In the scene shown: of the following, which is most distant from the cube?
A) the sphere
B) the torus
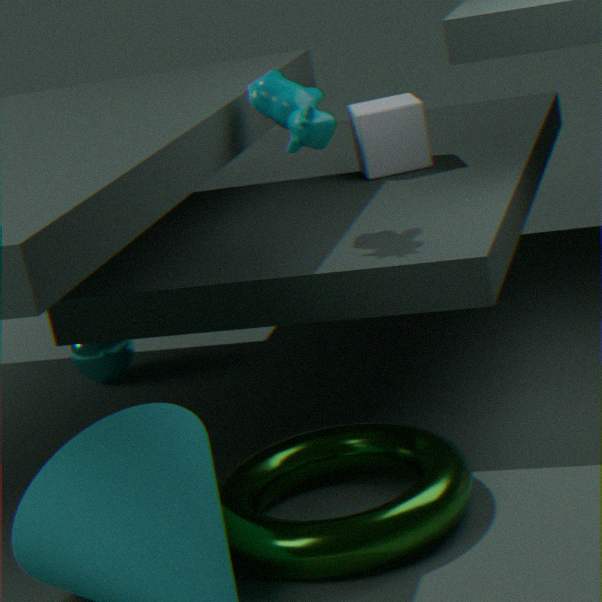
the torus
